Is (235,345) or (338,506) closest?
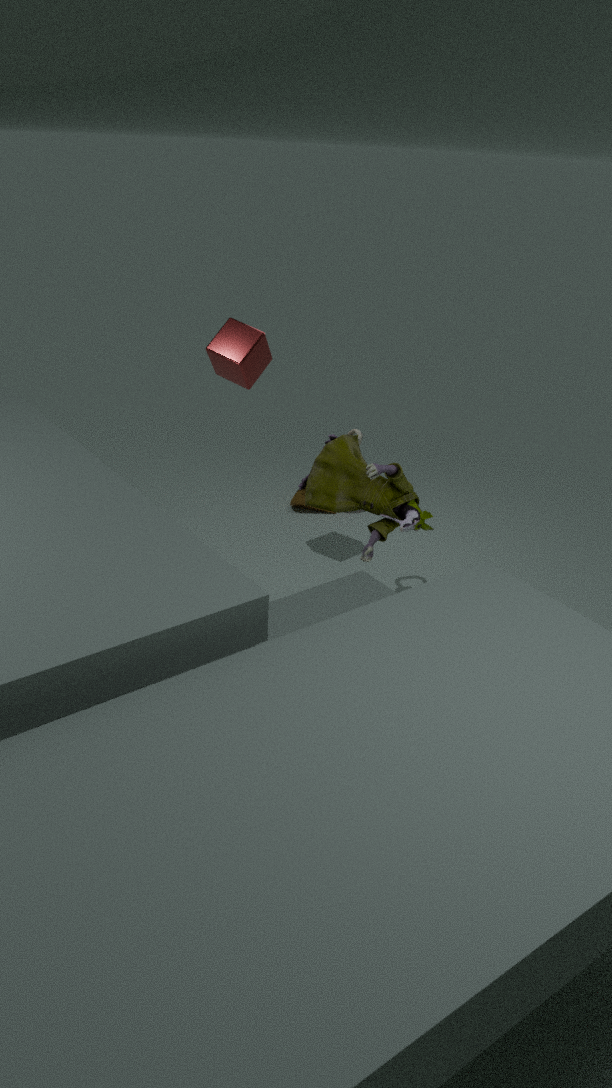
(338,506)
